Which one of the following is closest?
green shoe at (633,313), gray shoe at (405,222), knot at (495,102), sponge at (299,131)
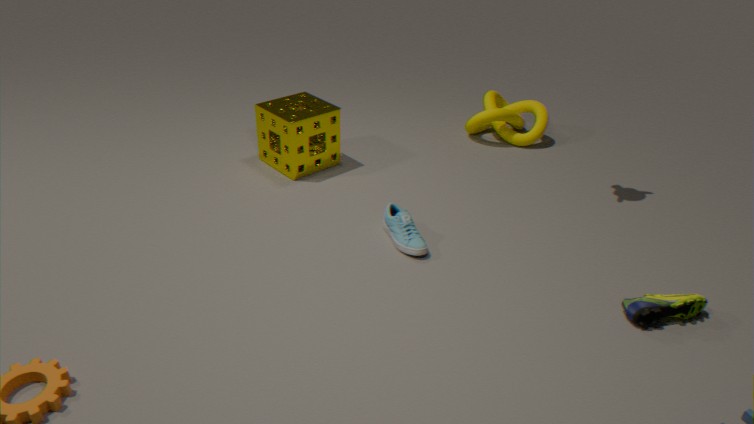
green shoe at (633,313)
